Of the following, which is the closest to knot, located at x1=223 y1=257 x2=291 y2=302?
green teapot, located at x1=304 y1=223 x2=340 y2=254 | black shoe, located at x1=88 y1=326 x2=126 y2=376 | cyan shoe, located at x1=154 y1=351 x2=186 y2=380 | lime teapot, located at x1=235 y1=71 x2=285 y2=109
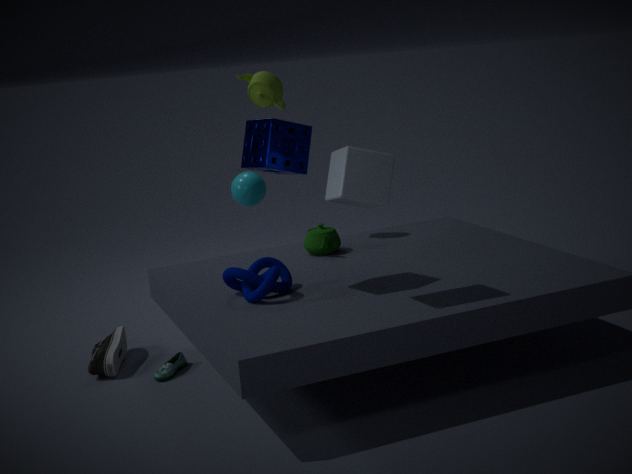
green teapot, located at x1=304 y1=223 x2=340 y2=254
